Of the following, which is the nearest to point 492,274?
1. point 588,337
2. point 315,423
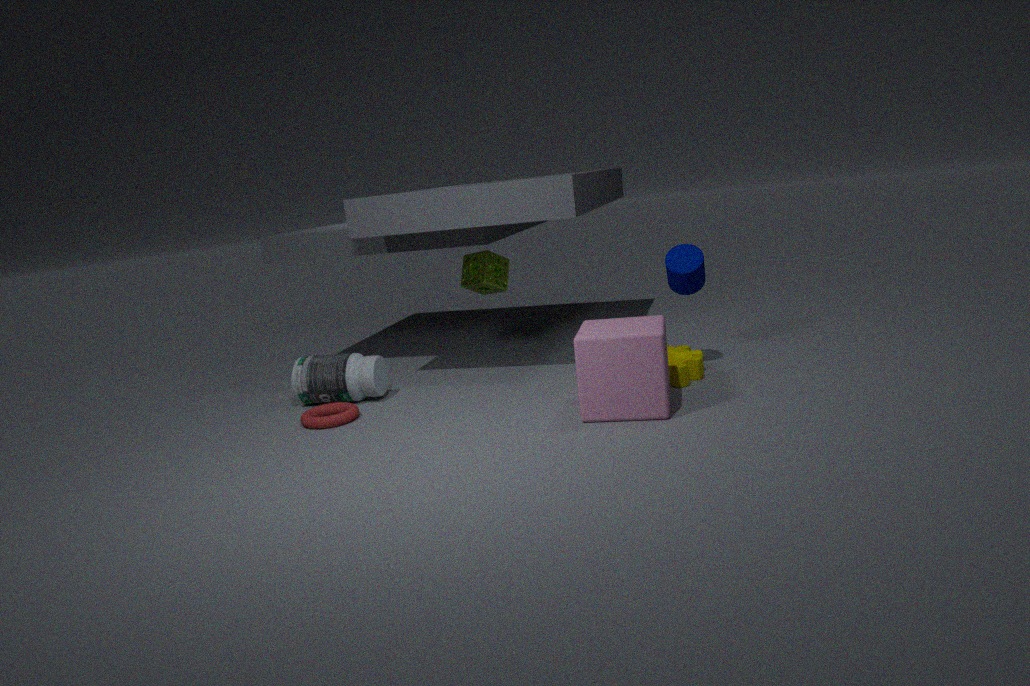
point 315,423
